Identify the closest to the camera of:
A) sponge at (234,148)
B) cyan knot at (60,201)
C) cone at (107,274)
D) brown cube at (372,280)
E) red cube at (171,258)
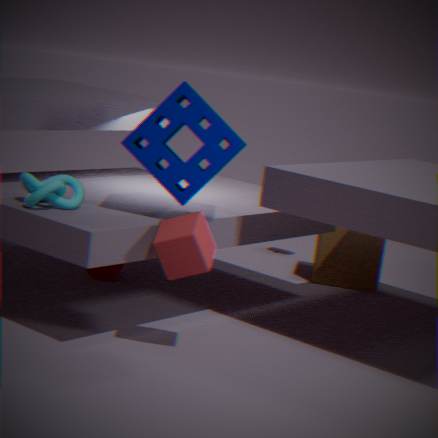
red cube at (171,258)
